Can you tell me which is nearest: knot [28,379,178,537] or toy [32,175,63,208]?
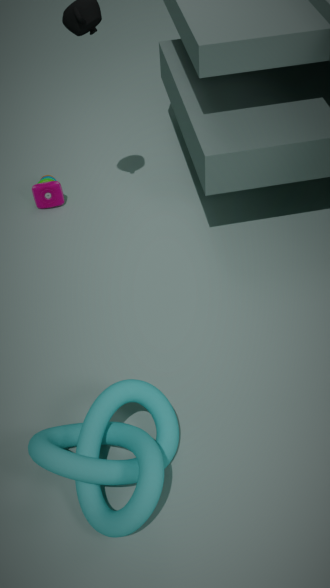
knot [28,379,178,537]
